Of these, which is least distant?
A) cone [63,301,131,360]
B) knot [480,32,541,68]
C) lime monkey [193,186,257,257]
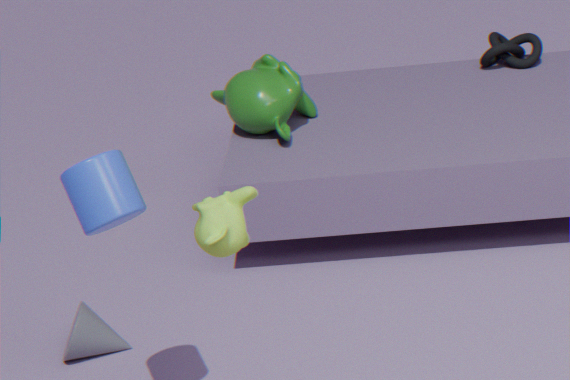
lime monkey [193,186,257,257]
